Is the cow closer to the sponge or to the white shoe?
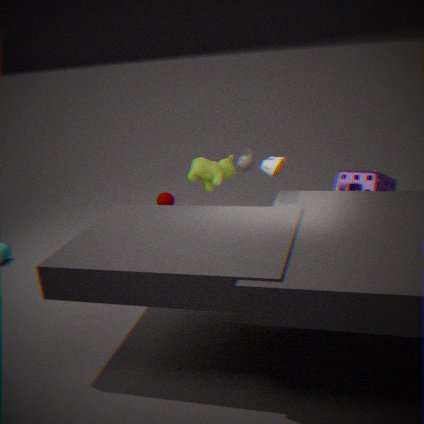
the white shoe
